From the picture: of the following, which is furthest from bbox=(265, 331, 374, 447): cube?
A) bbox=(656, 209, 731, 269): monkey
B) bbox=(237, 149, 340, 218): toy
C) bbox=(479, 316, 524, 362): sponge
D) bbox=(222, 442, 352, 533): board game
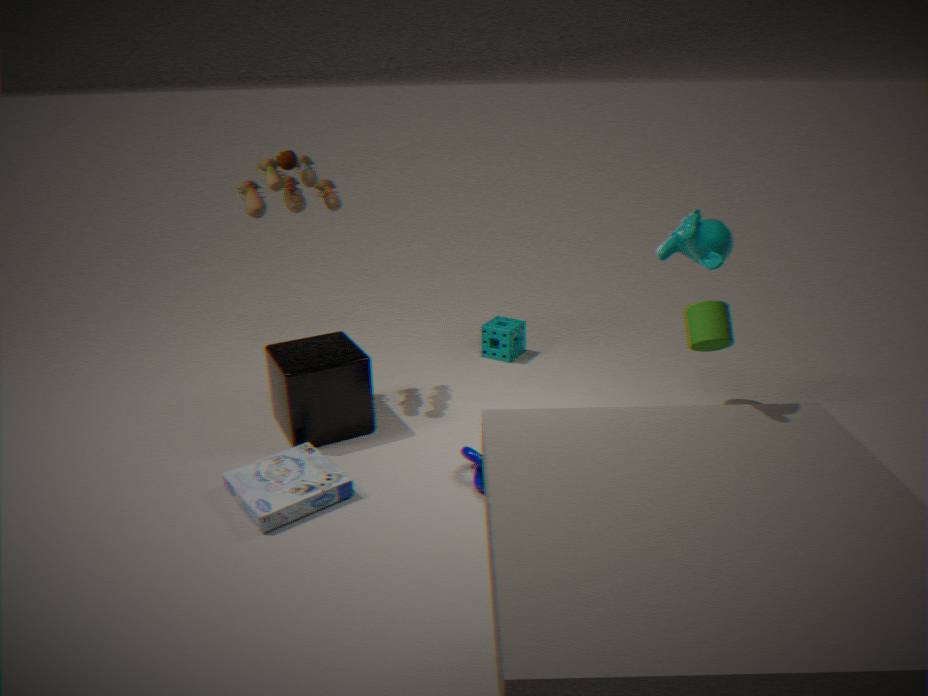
bbox=(656, 209, 731, 269): monkey
